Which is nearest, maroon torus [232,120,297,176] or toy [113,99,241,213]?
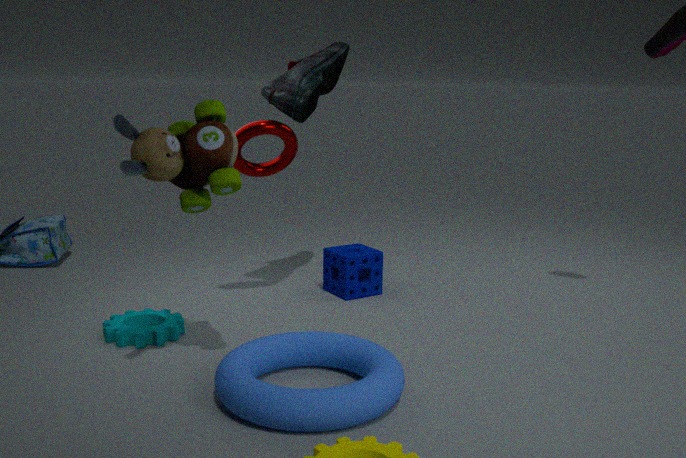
toy [113,99,241,213]
